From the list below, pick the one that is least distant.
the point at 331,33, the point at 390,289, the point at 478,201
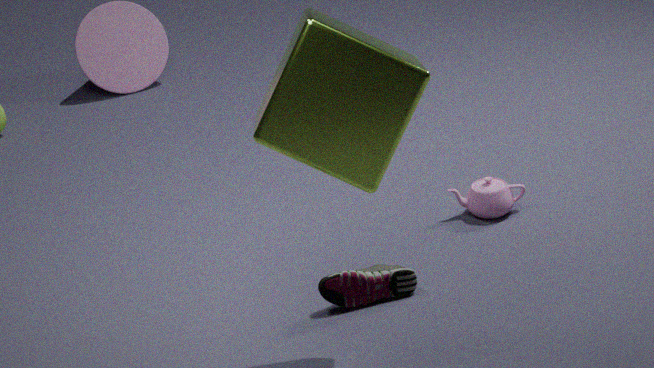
the point at 331,33
